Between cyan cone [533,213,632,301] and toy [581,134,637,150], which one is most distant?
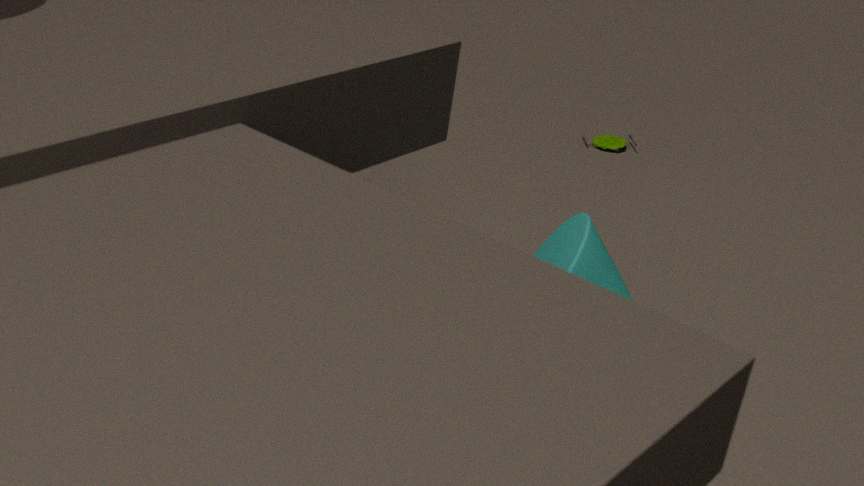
toy [581,134,637,150]
